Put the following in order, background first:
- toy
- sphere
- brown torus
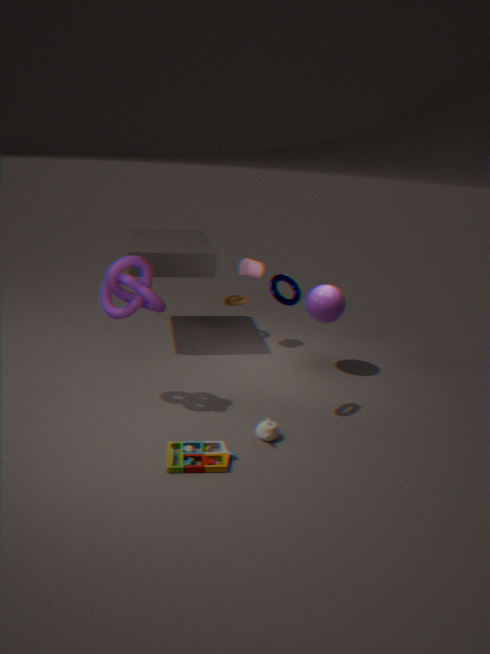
brown torus, sphere, toy
